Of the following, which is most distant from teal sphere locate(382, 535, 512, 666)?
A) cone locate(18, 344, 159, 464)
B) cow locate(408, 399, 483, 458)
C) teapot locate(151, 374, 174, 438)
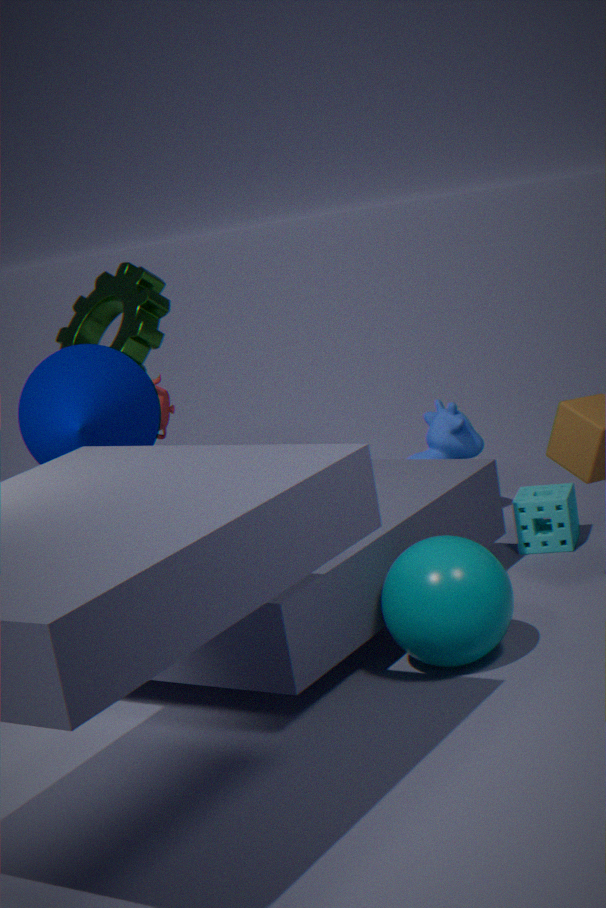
teapot locate(151, 374, 174, 438)
